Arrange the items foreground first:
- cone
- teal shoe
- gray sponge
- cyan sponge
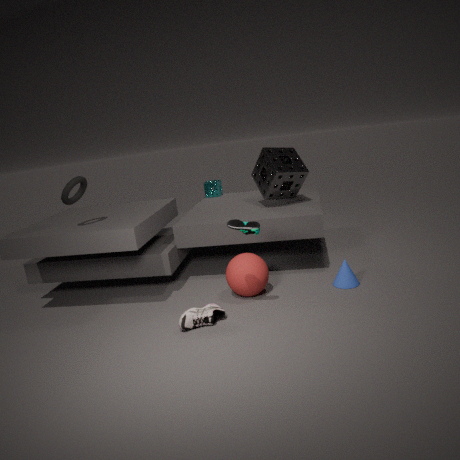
teal shoe, cone, gray sponge, cyan sponge
